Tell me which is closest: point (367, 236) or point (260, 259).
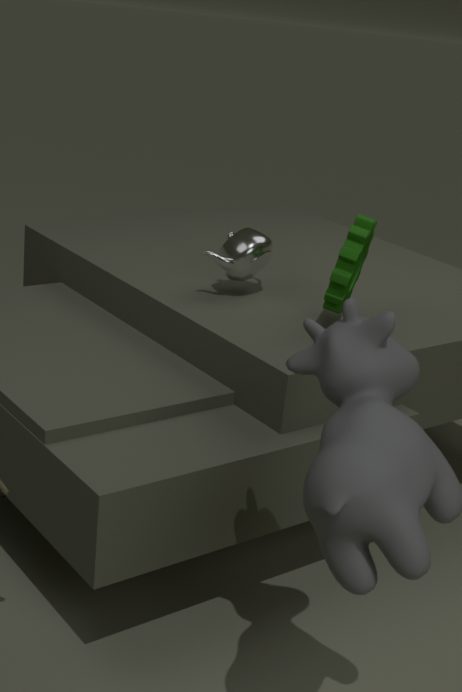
point (367, 236)
